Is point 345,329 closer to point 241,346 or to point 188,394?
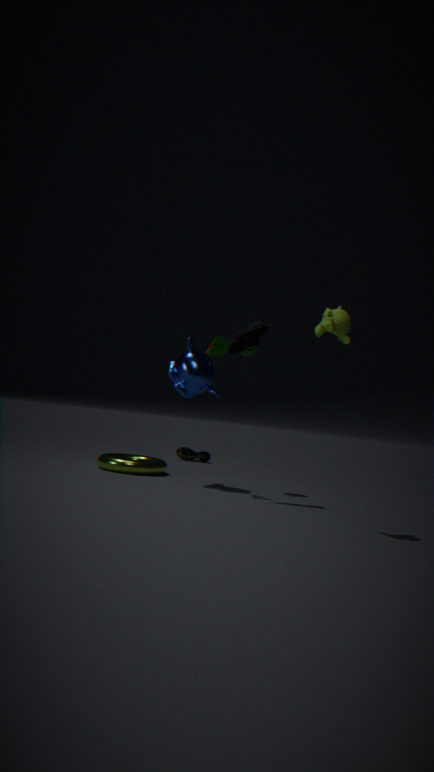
point 241,346
